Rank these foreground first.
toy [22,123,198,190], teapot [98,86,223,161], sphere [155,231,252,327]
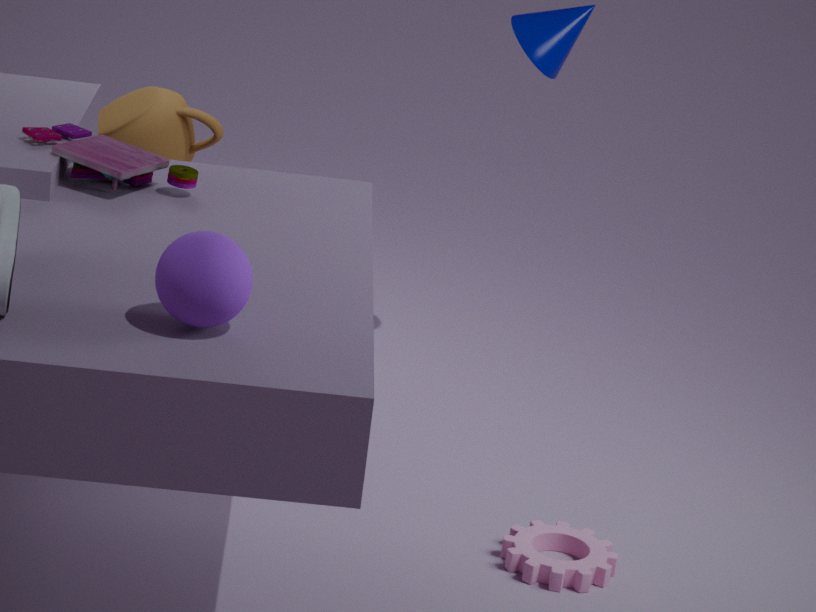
sphere [155,231,252,327]
toy [22,123,198,190]
teapot [98,86,223,161]
